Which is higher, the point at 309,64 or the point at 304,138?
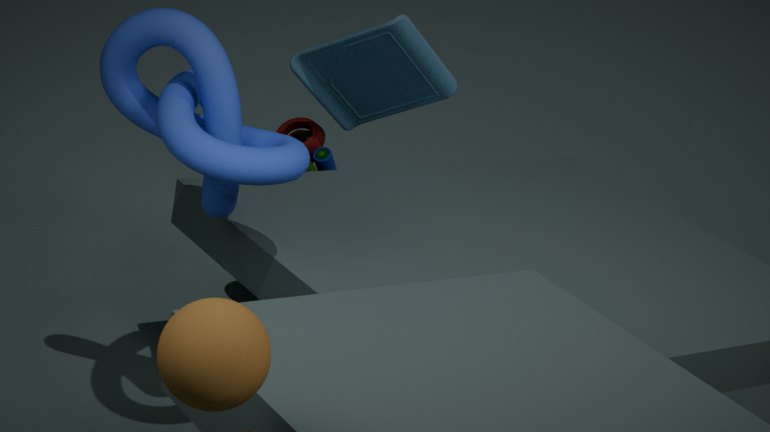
the point at 309,64
